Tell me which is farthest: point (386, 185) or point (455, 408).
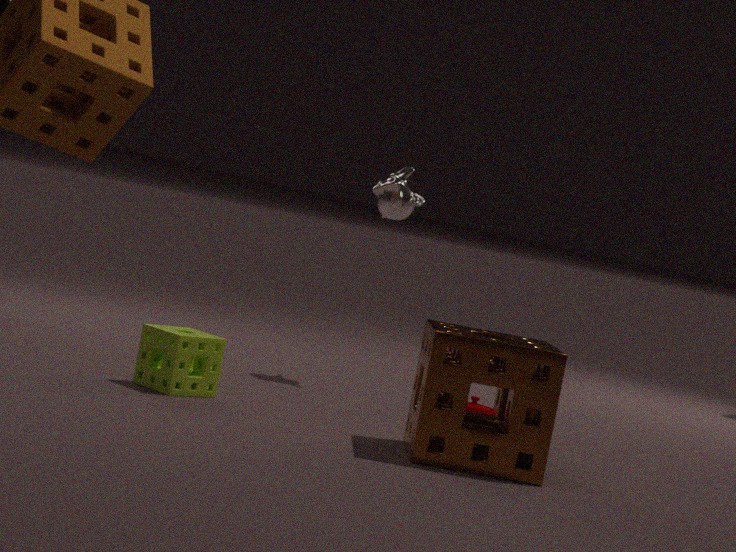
point (386, 185)
